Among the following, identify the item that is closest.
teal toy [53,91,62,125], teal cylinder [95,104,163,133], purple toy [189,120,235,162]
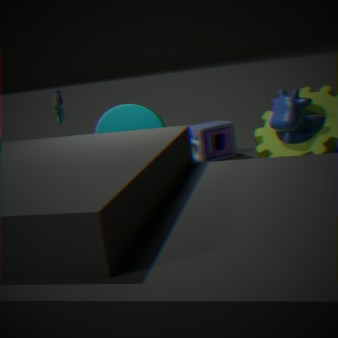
teal cylinder [95,104,163,133]
